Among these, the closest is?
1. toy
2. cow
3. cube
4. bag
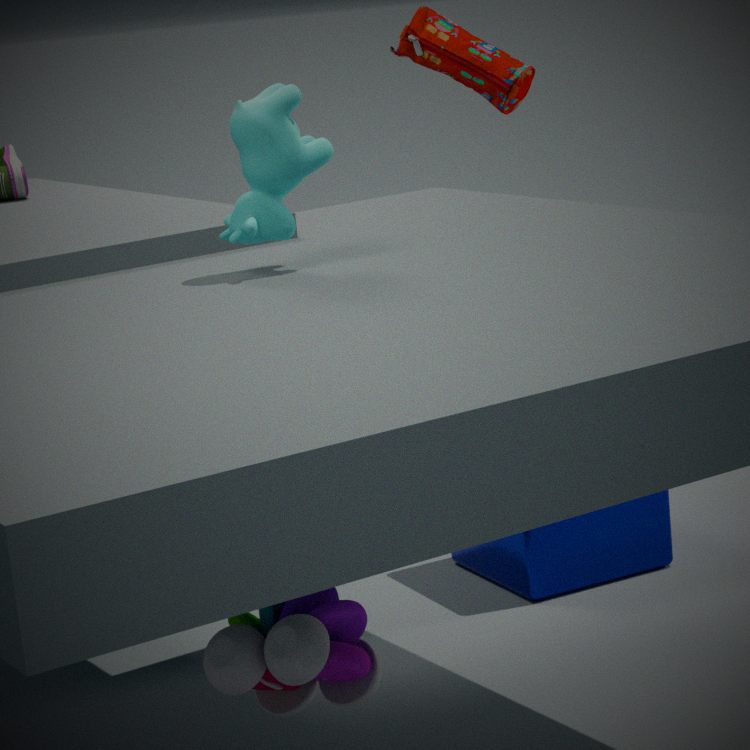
toy
